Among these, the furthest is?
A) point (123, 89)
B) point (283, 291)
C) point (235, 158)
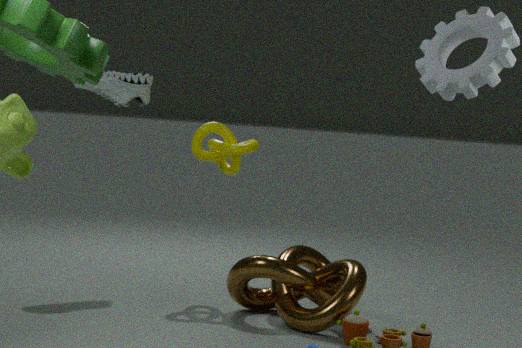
point (123, 89)
